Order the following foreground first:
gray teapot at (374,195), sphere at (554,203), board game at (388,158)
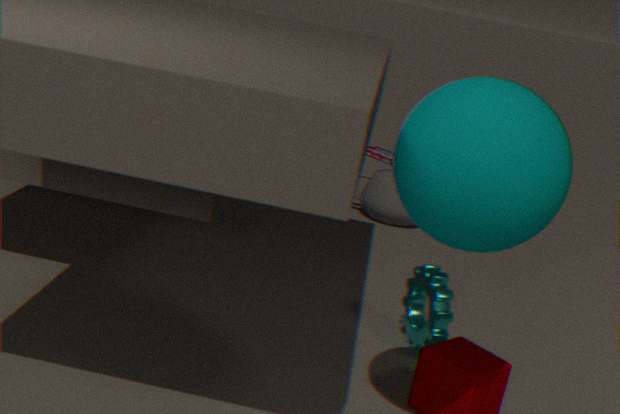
sphere at (554,203)
gray teapot at (374,195)
board game at (388,158)
